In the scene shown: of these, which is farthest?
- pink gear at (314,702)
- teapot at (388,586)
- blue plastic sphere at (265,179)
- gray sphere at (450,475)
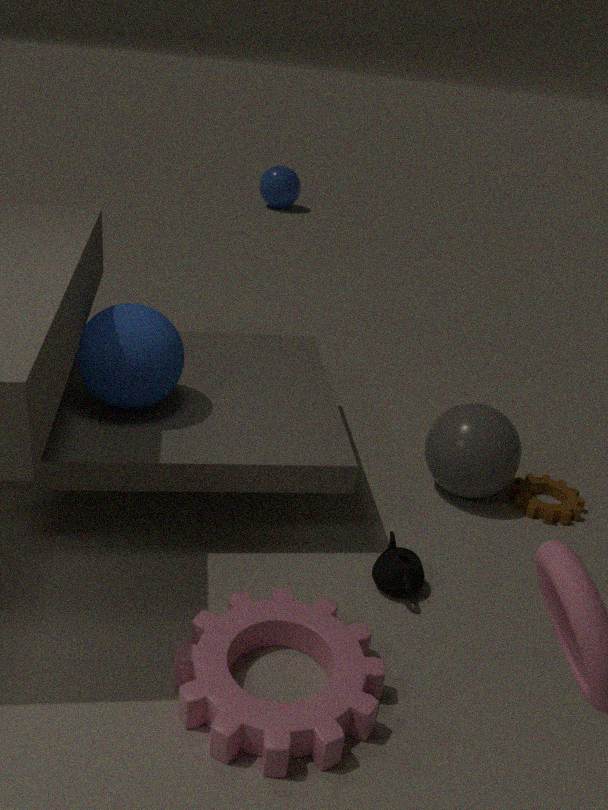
blue plastic sphere at (265,179)
